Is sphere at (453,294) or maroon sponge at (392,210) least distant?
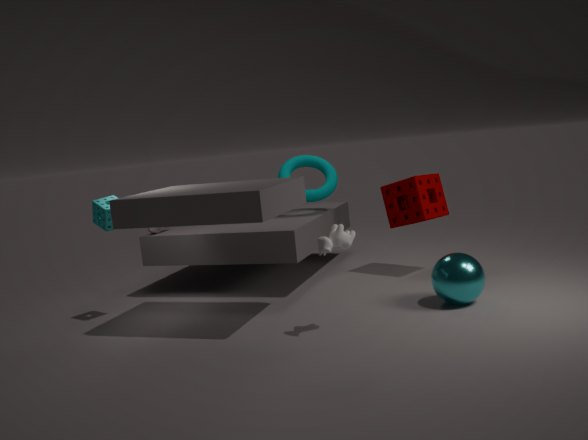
sphere at (453,294)
